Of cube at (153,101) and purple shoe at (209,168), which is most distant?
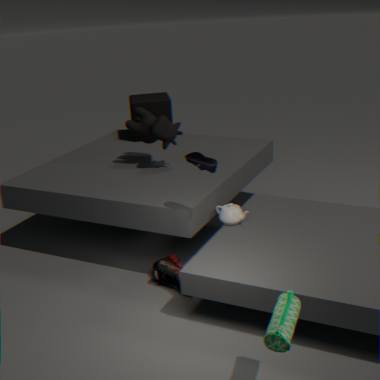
cube at (153,101)
